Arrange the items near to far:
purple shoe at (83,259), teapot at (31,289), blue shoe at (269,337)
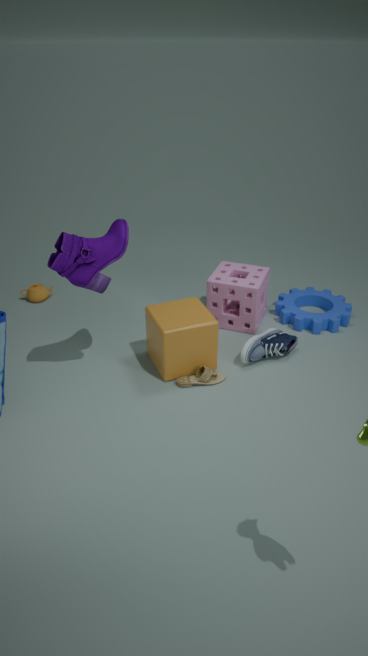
purple shoe at (83,259)
blue shoe at (269,337)
teapot at (31,289)
